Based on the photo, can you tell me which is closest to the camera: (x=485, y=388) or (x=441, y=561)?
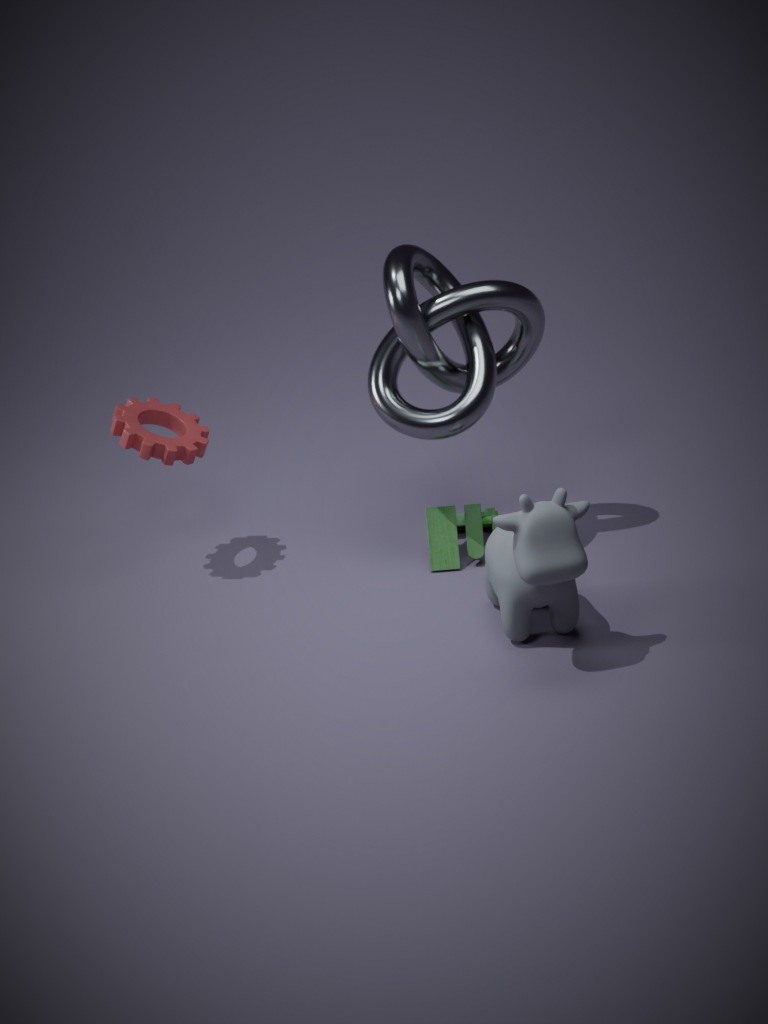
(x=485, y=388)
